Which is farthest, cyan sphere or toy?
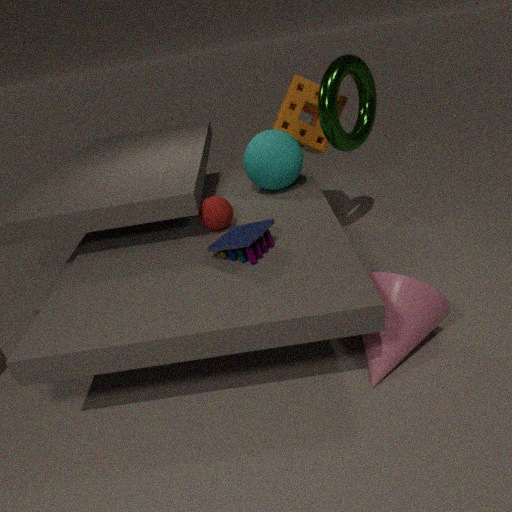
cyan sphere
